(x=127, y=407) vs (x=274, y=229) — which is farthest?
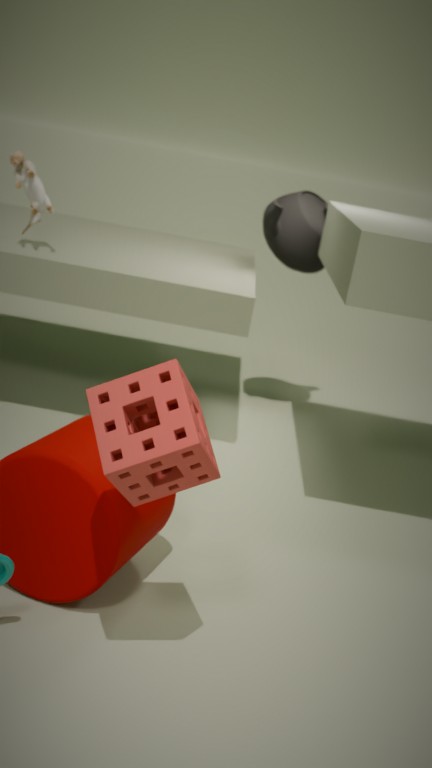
(x=274, y=229)
